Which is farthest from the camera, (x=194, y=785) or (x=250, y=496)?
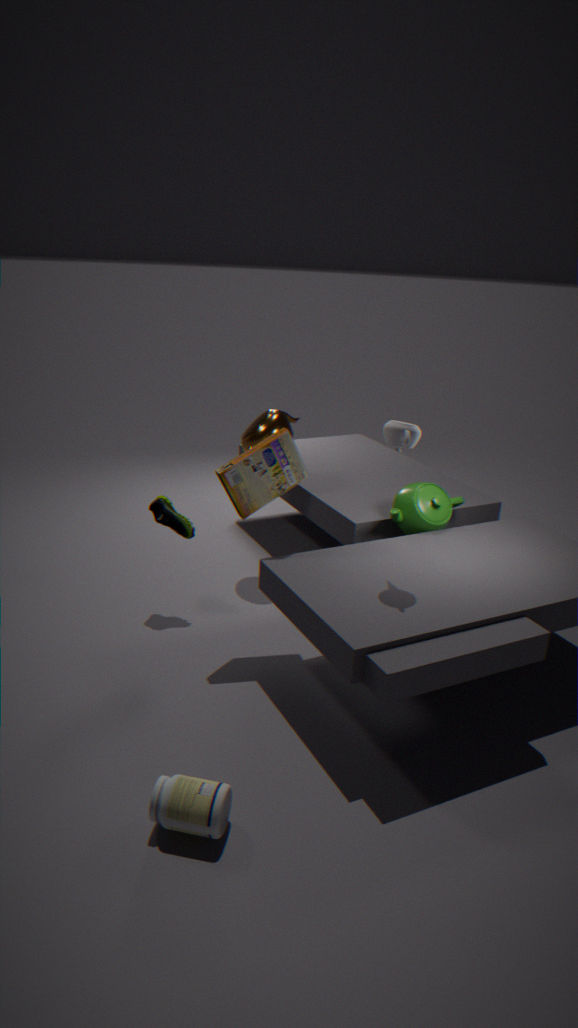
(x=250, y=496)
